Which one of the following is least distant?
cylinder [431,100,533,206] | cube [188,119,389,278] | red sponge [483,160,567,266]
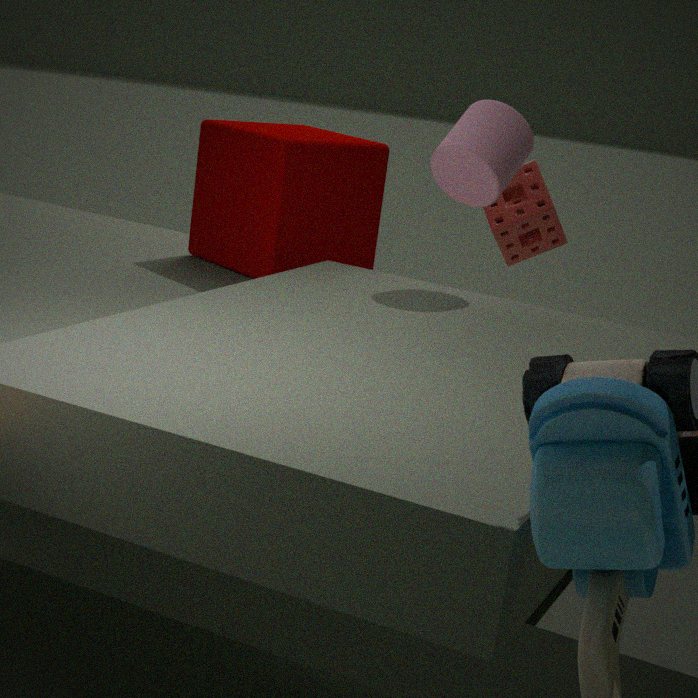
cylinder [431,100,533,206]
